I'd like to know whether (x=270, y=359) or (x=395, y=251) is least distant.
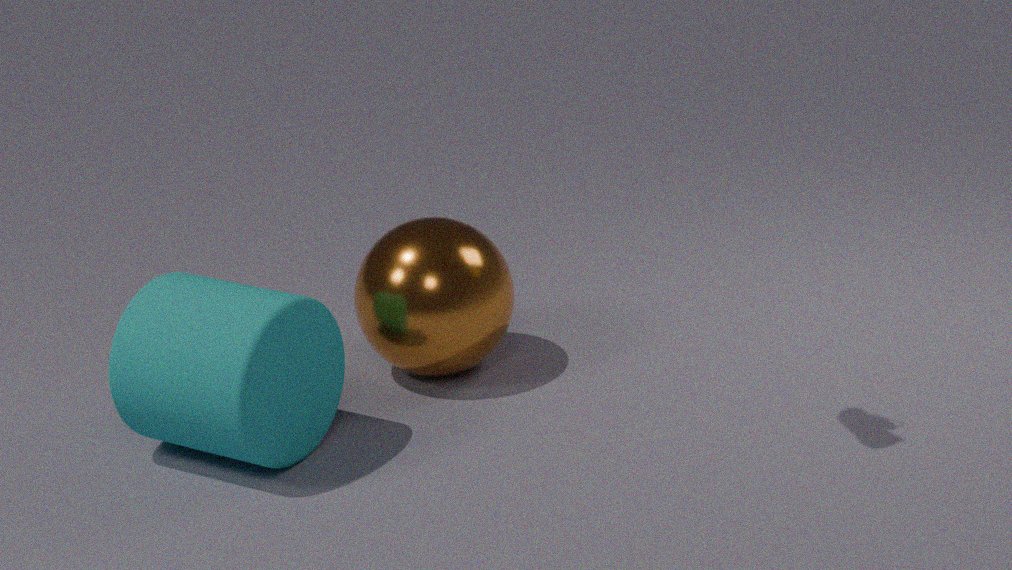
(x=270, y=359)
